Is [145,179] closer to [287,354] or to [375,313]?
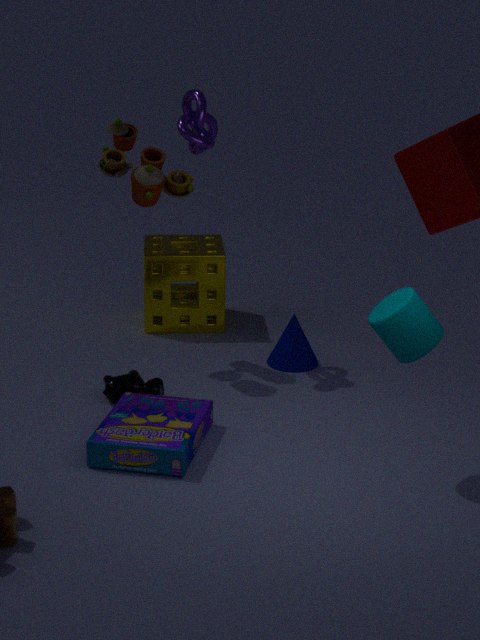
[287,354]
